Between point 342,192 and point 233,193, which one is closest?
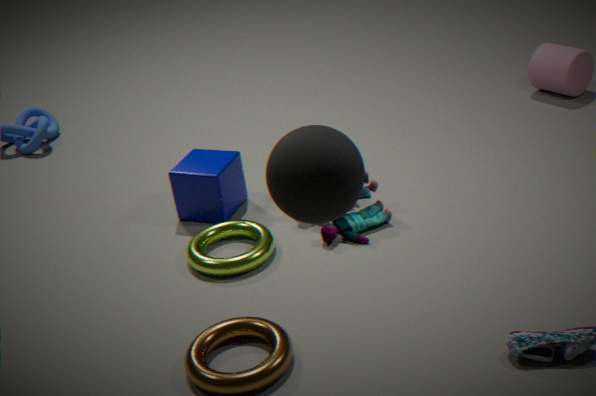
point 342,192
